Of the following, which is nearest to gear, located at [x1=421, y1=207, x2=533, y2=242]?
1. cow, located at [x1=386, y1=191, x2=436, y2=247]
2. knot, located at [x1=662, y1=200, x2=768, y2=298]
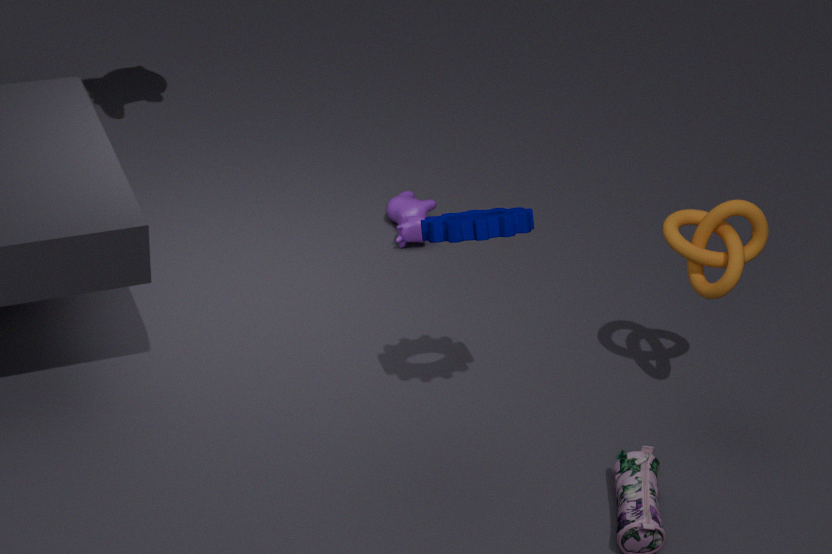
knot, located at [x1=662, y1=200, x2=768, y2=298]
